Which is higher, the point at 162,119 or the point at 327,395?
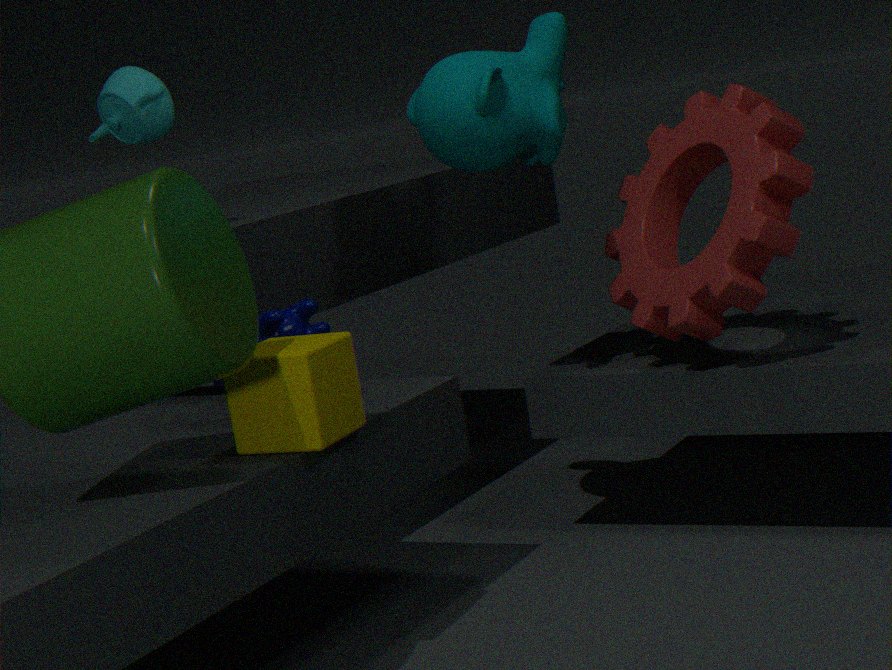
the point at 162,119
